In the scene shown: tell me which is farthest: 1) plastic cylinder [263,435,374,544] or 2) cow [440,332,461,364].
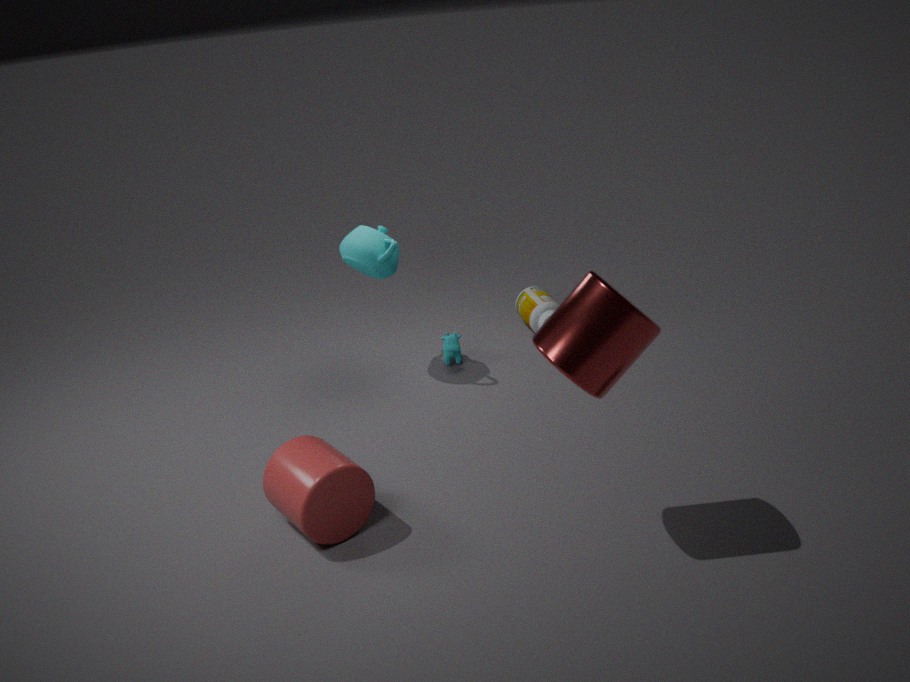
2. cow [440,332,461,364]
